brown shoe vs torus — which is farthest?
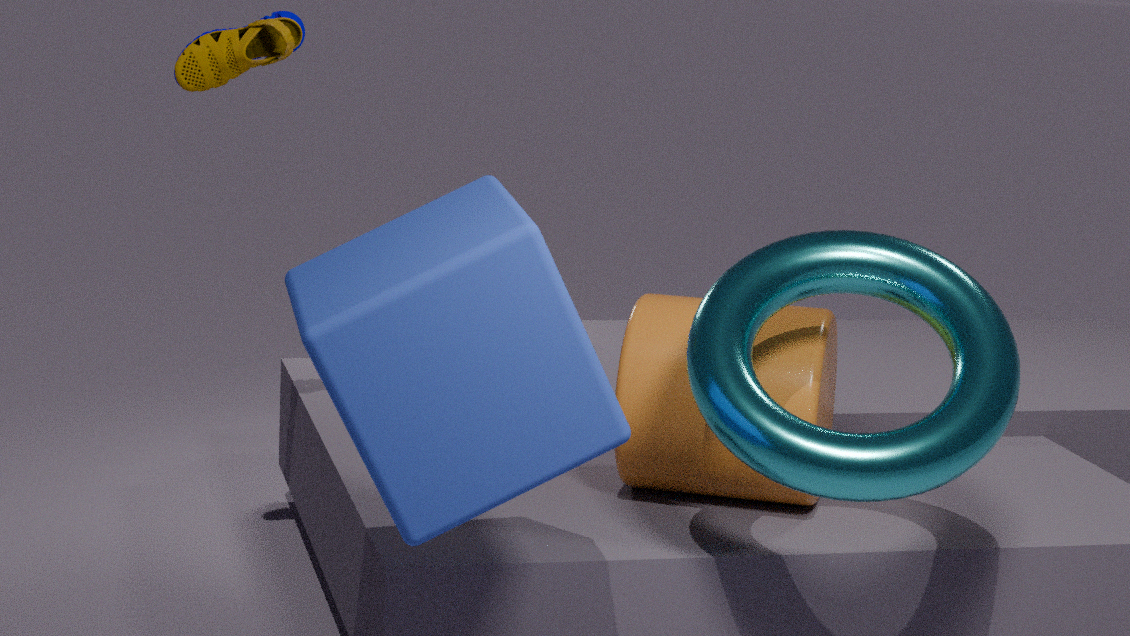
brown shoe
